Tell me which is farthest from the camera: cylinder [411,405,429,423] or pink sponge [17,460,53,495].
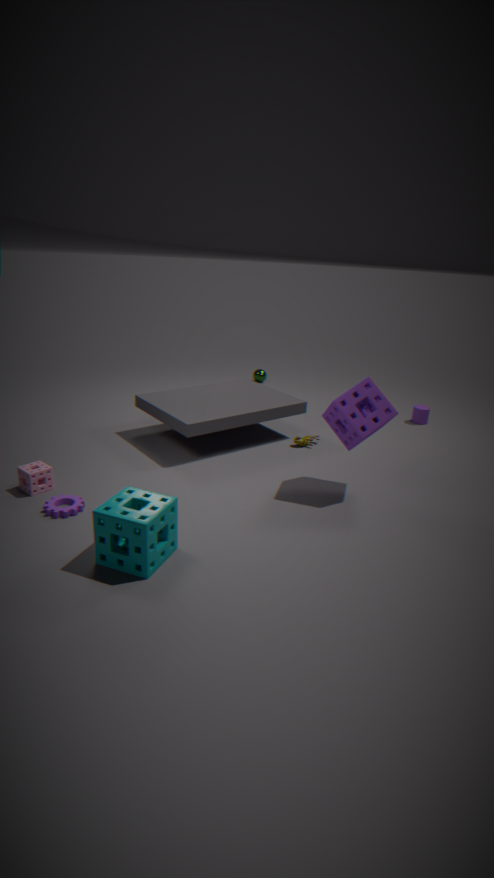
cylinder [411,405,429,423]
